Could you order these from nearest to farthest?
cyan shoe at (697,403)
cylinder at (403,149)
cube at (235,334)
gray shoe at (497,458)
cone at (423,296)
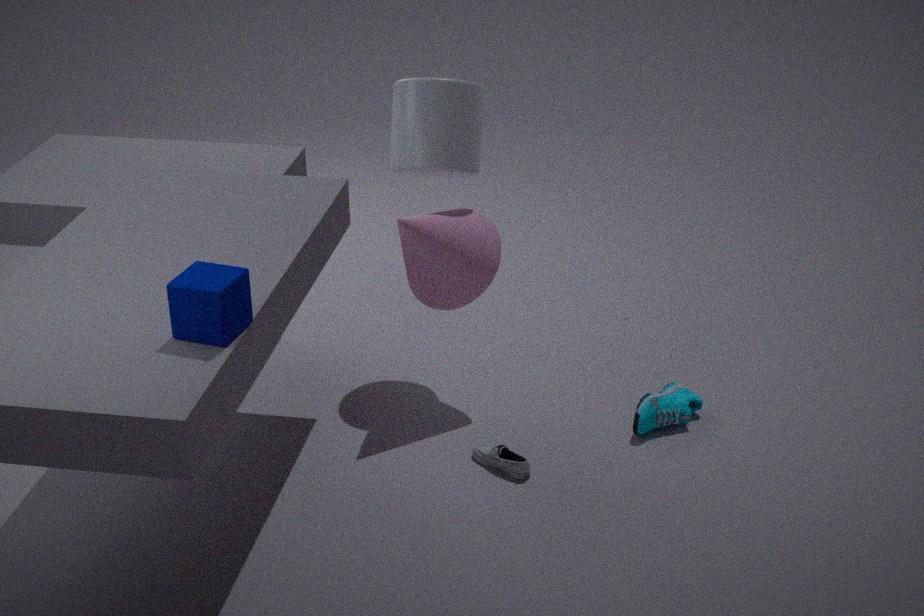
cube at (235,334) → gray shoe at (497,458) → cone at (423,296) → cyan shoe at (697,403) → cylinder at (403,149)
